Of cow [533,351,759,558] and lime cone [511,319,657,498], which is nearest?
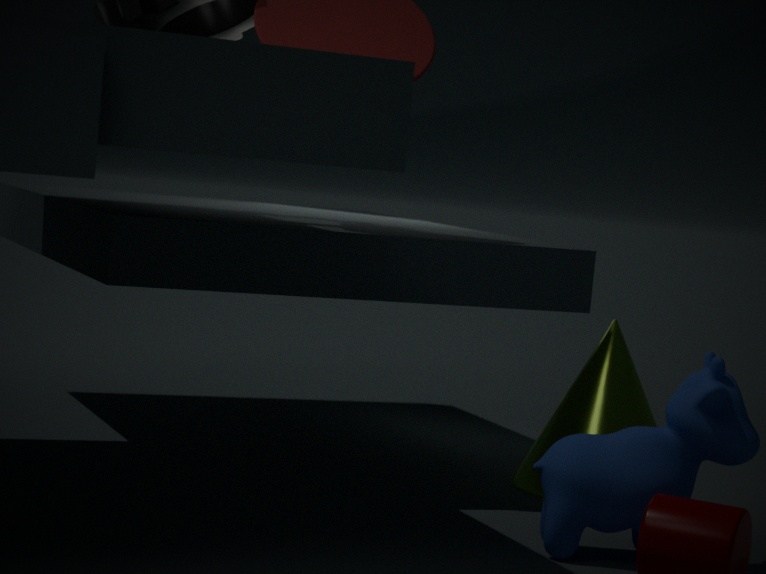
cow [533,351,759,558]
